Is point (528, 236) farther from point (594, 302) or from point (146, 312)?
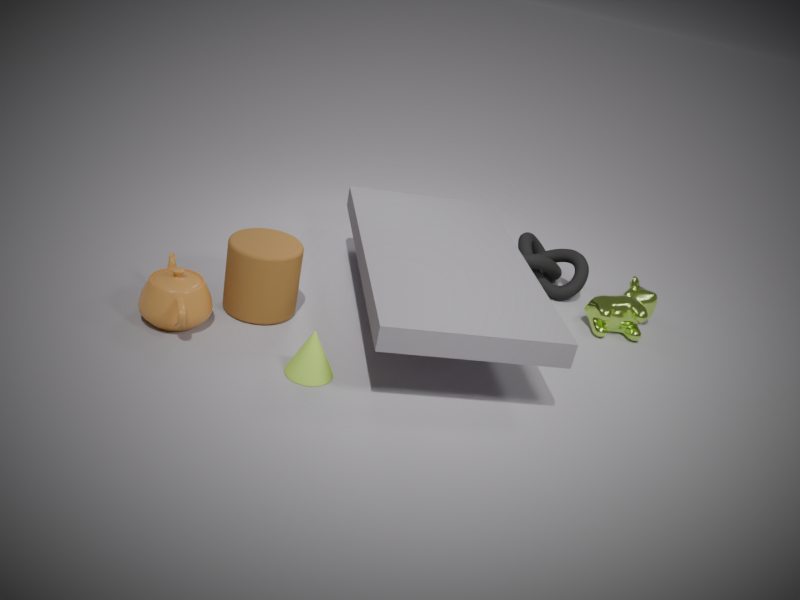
point (146, 312)
